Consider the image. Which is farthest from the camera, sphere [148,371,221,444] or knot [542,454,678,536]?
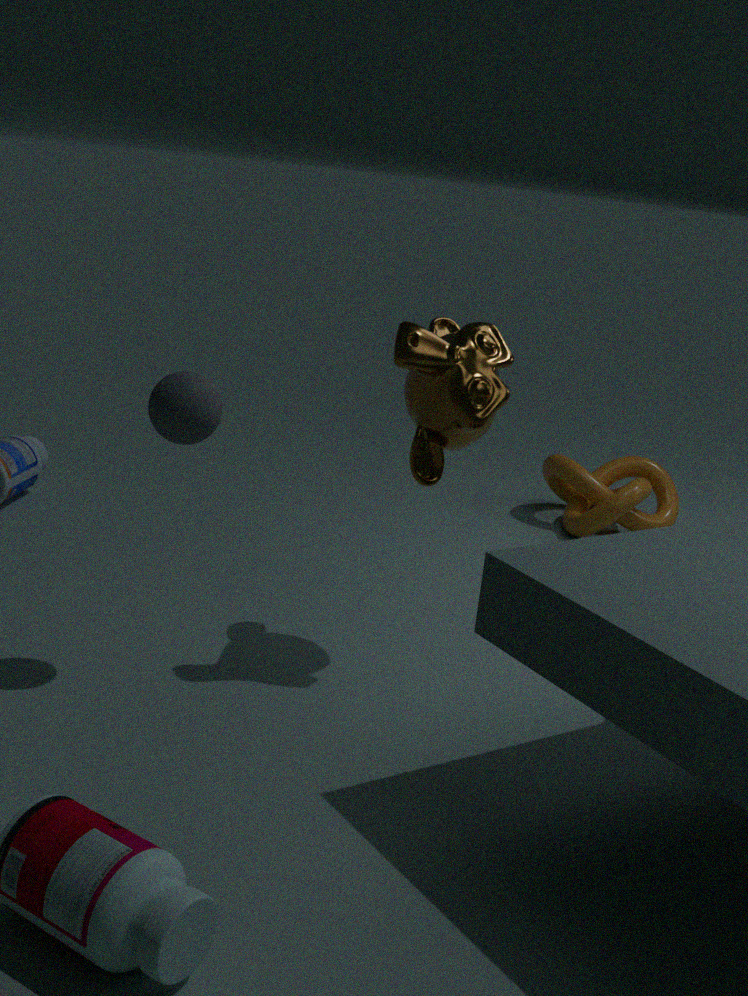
knot [542,454,678,536]
